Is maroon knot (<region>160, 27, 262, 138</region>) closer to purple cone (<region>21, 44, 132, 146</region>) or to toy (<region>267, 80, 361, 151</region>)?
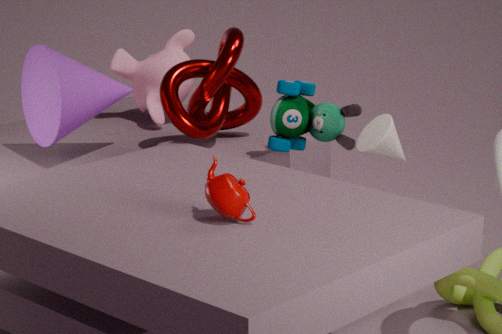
purple cone (<region>21, 44, 132, 146</region>)
